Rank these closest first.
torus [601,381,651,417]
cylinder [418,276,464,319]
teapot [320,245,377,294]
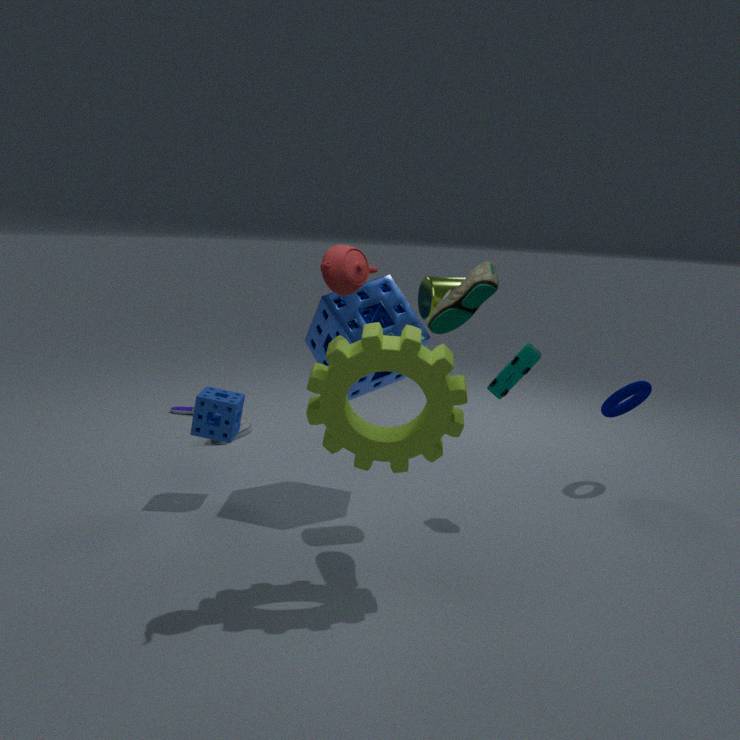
teapot [320,245,377,294] → cylinder [418,276,464,319] → torus [601,381,651,417]
